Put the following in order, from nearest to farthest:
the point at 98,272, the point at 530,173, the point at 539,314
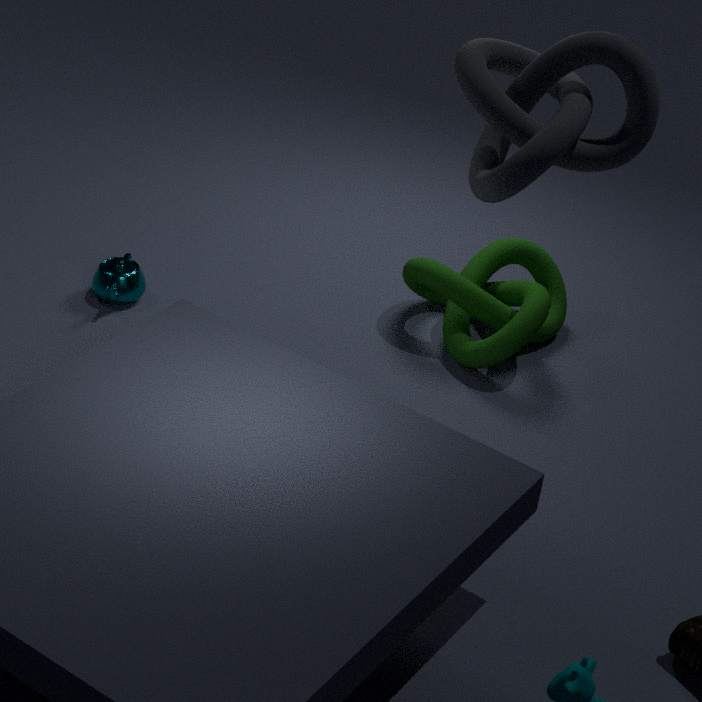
the point at 530,173, the point at 539,314, the point at 98,272
